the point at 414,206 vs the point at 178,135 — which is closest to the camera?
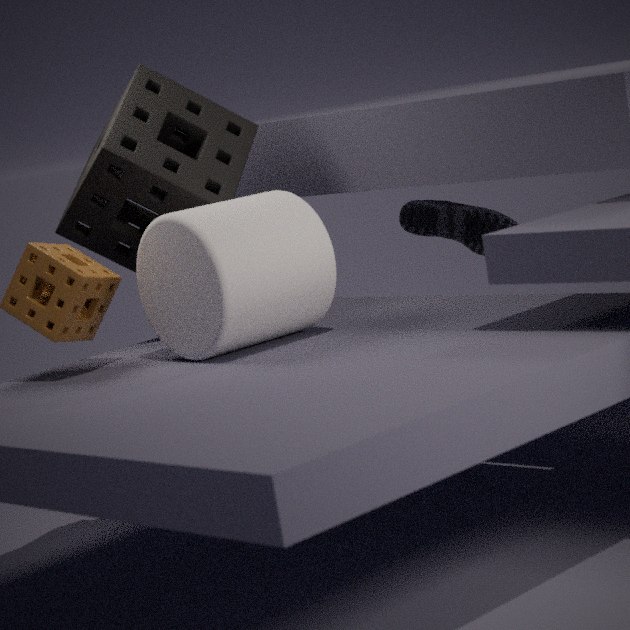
the point at 178,135
